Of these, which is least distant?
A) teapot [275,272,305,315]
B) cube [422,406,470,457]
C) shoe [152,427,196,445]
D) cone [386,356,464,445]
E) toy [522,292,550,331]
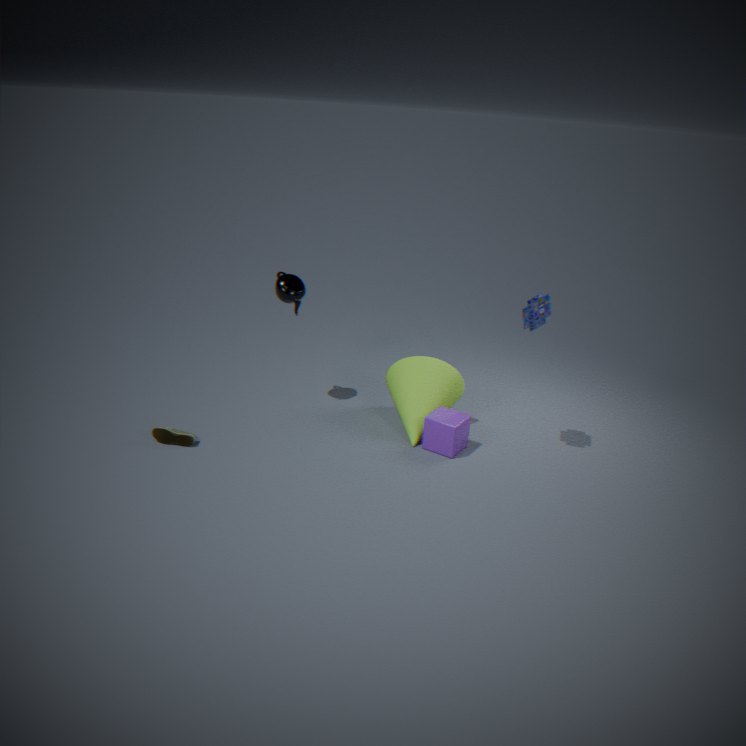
toy [522,292,550,331]
